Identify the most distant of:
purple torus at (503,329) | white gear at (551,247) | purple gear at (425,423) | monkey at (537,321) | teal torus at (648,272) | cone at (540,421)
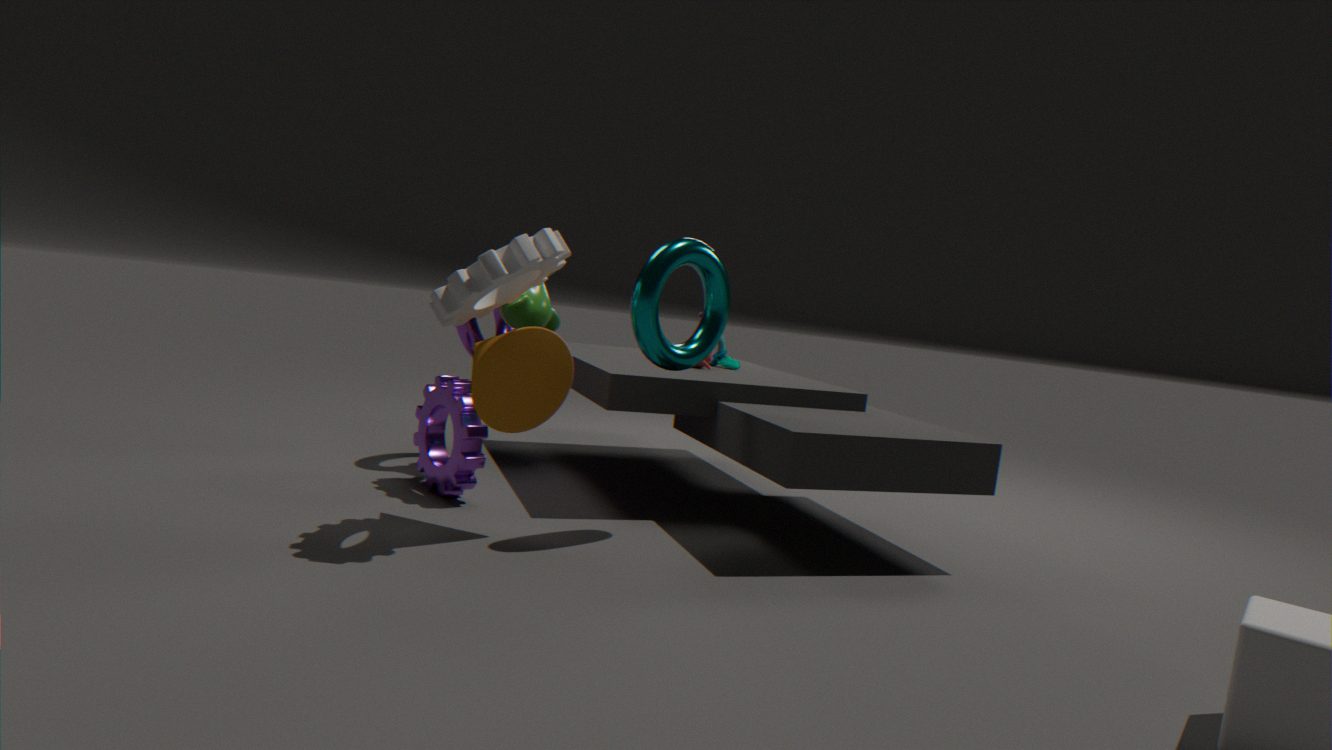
purple torus at (503,329)
